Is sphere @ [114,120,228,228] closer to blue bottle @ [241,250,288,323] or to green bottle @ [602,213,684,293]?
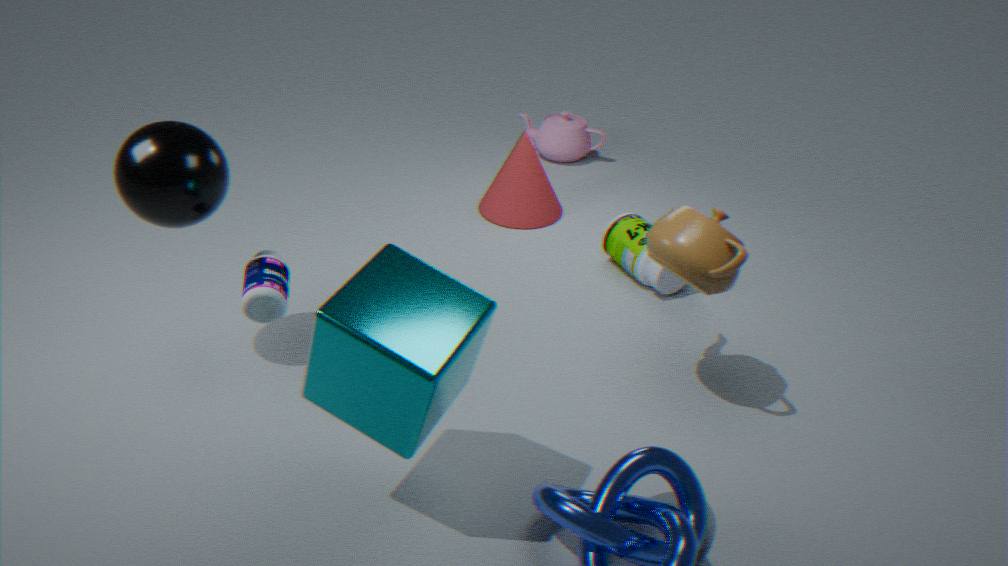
blue bottle @ [241,250,288,323]
